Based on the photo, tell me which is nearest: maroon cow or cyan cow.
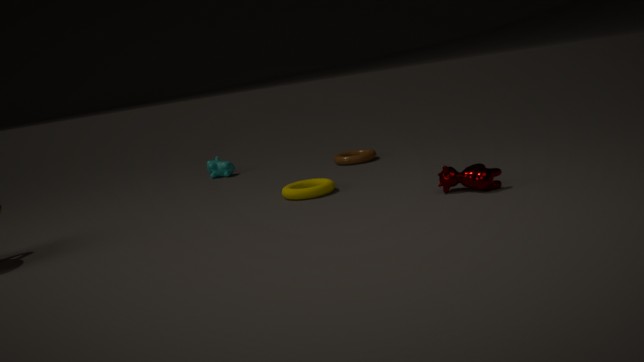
maroon cow
